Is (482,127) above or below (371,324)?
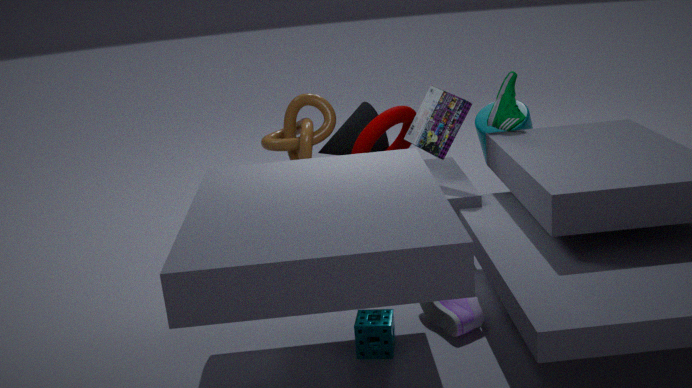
above
